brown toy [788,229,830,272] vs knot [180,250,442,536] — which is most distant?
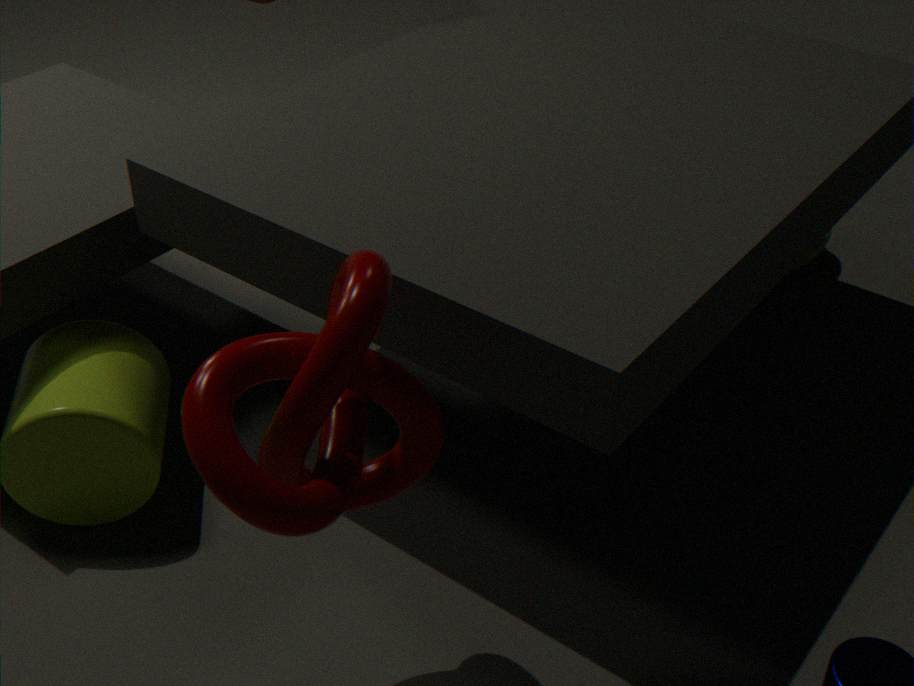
brown toy [788,229,830,272]
